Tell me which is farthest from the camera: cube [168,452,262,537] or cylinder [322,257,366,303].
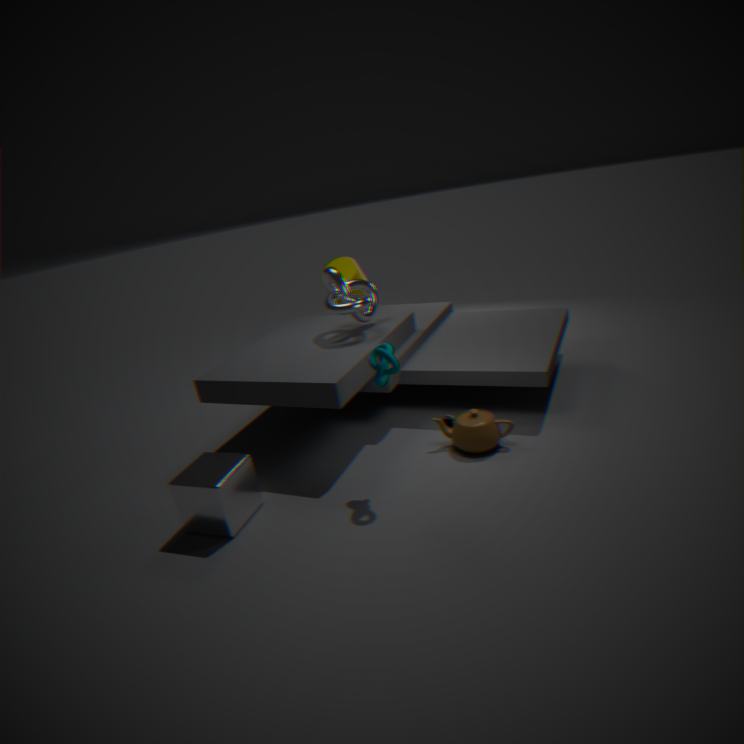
cylinder [322,257,366,303]
